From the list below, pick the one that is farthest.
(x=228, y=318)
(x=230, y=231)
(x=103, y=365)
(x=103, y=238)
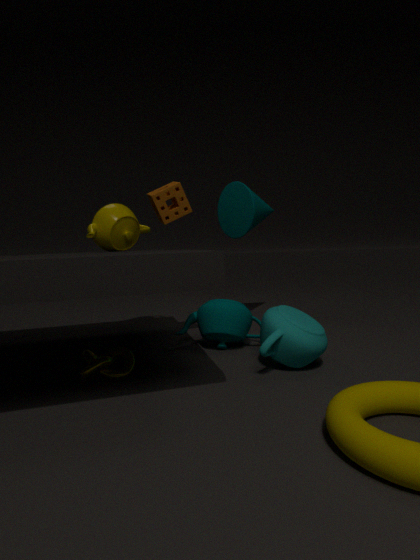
(x=230, y=231)
